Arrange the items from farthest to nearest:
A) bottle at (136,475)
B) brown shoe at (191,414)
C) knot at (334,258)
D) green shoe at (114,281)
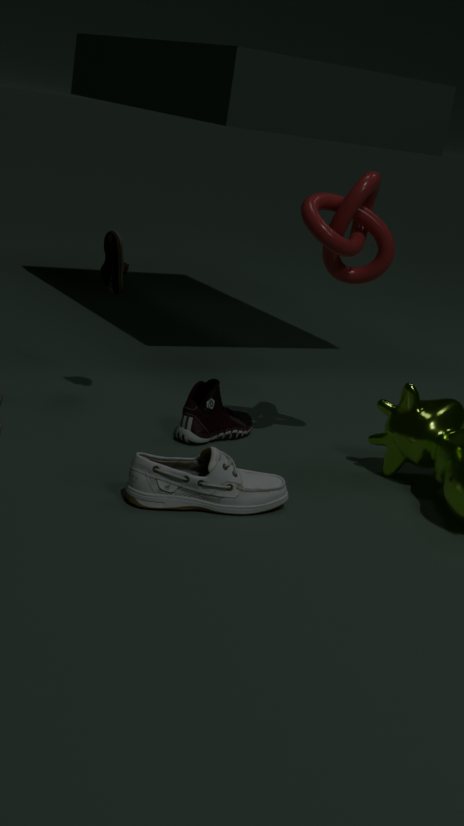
green shoe at (114,281) < brown shoe at (191,414) < knot at (334,258) < bottle at (136,475)
